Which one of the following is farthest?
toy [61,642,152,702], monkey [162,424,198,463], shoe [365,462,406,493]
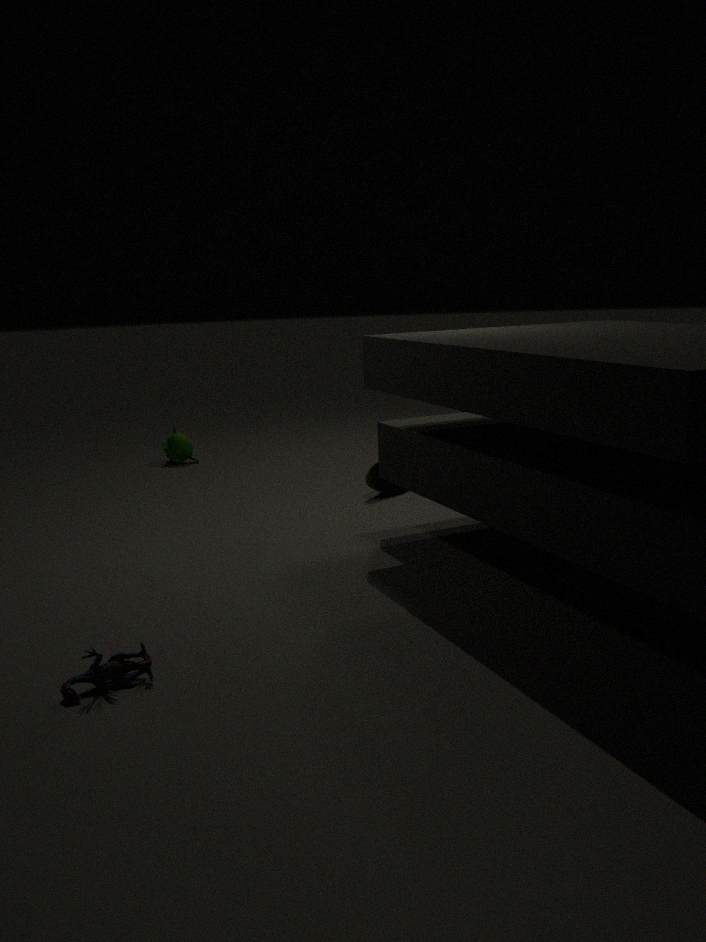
monkey [162,424,198,463]
